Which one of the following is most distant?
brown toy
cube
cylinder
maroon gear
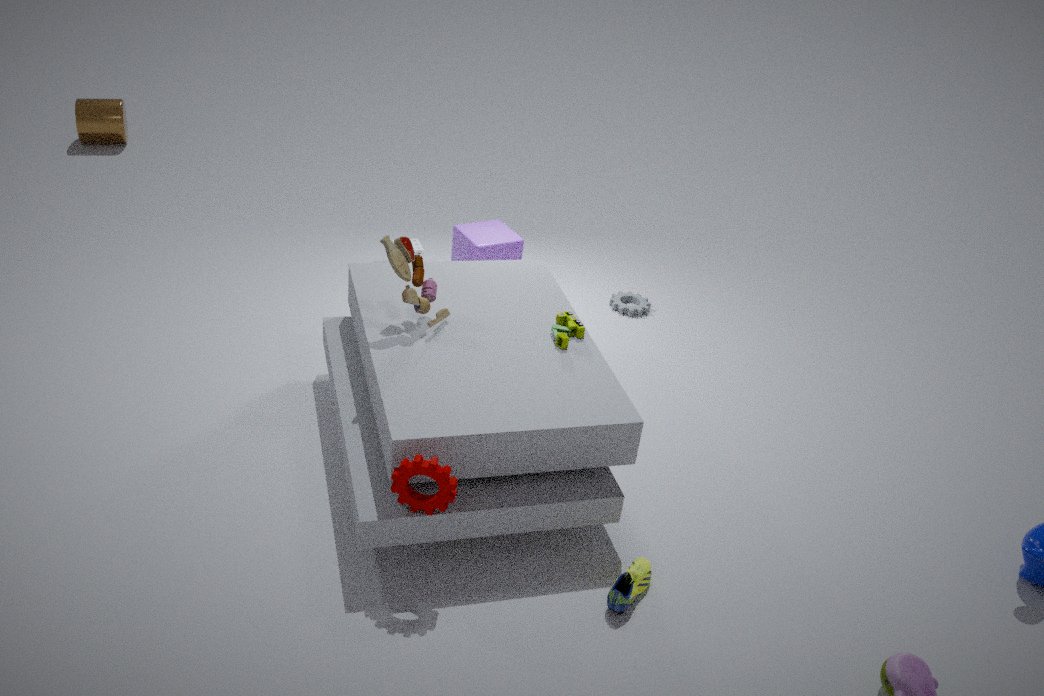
cylinder
